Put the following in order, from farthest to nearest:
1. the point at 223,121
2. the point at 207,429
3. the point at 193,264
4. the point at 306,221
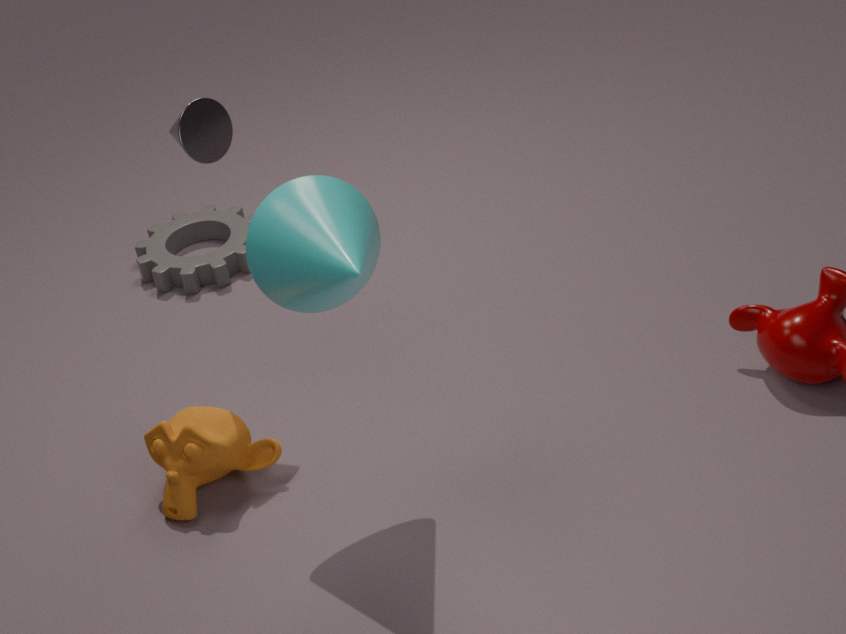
the point at 193,264 < the point at 223,121 < the point at 207,429 < the point at 306,221
